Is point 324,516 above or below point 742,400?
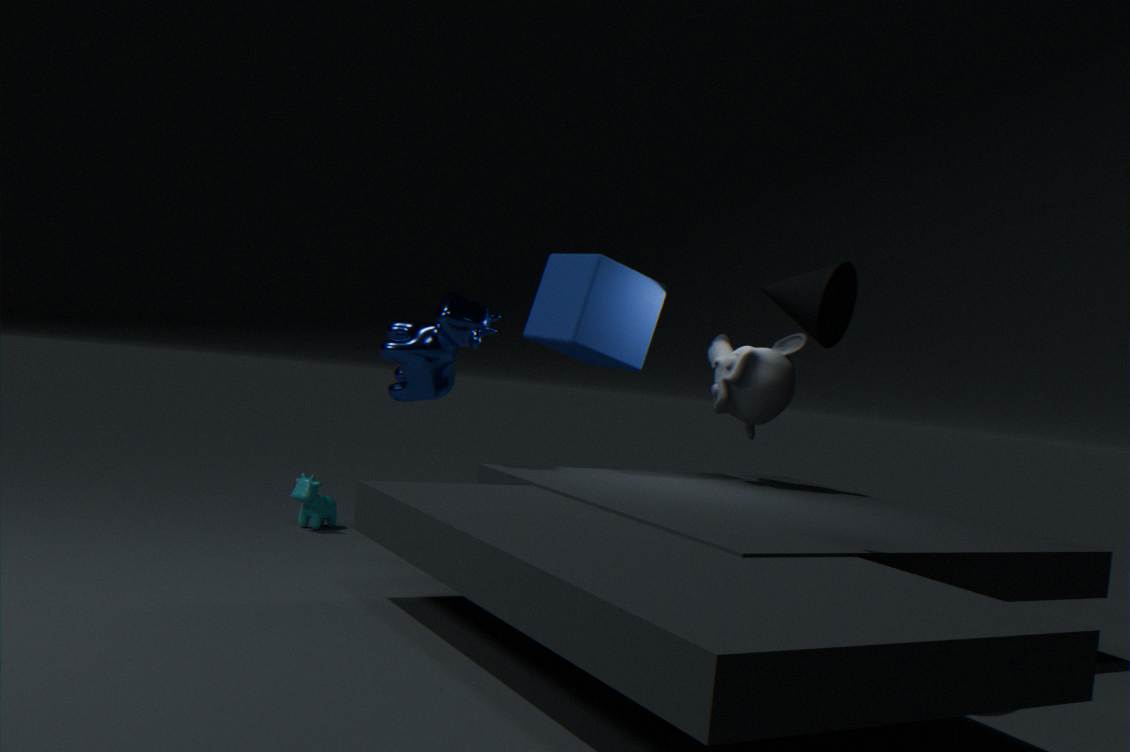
below
